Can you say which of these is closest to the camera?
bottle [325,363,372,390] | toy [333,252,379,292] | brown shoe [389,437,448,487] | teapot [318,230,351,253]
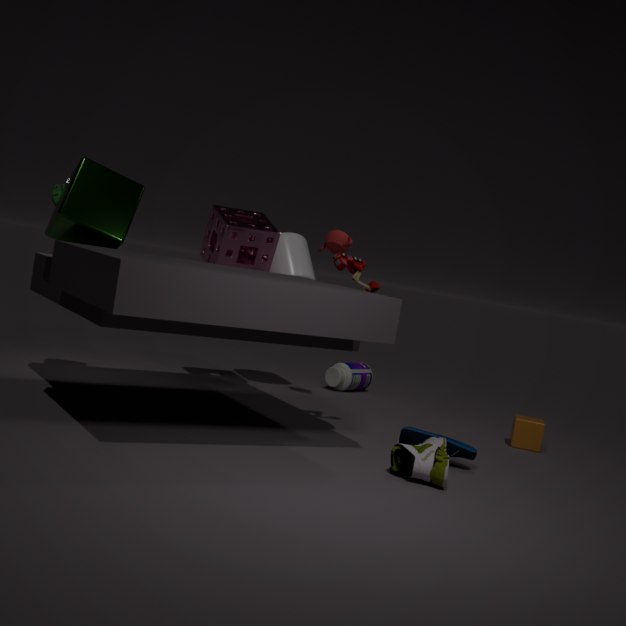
brown shoe [389,437,448,487]
